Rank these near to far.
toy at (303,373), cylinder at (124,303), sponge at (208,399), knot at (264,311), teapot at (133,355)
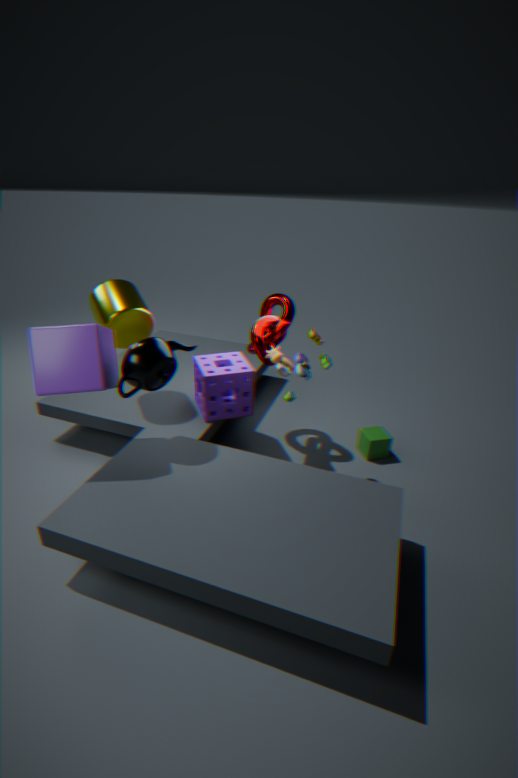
teapot at (133,355), toy at (303,373), cylinder at (124,303), knot at (264,311), sponge at (208,399)
